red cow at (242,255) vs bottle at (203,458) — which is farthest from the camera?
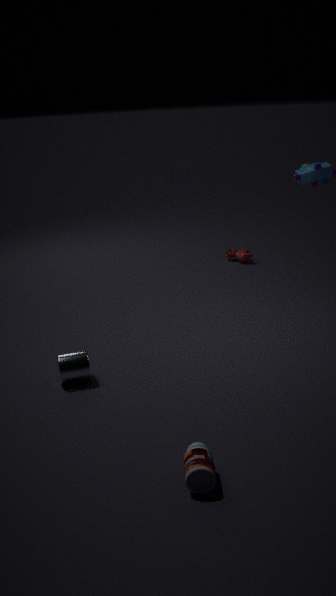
red cow at (242,255)
